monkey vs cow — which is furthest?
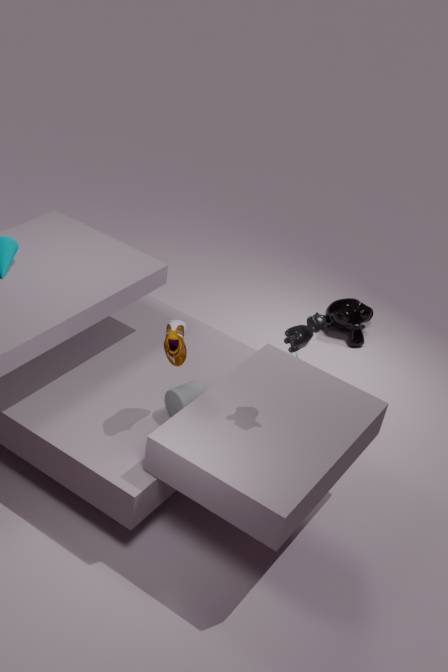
monkey
